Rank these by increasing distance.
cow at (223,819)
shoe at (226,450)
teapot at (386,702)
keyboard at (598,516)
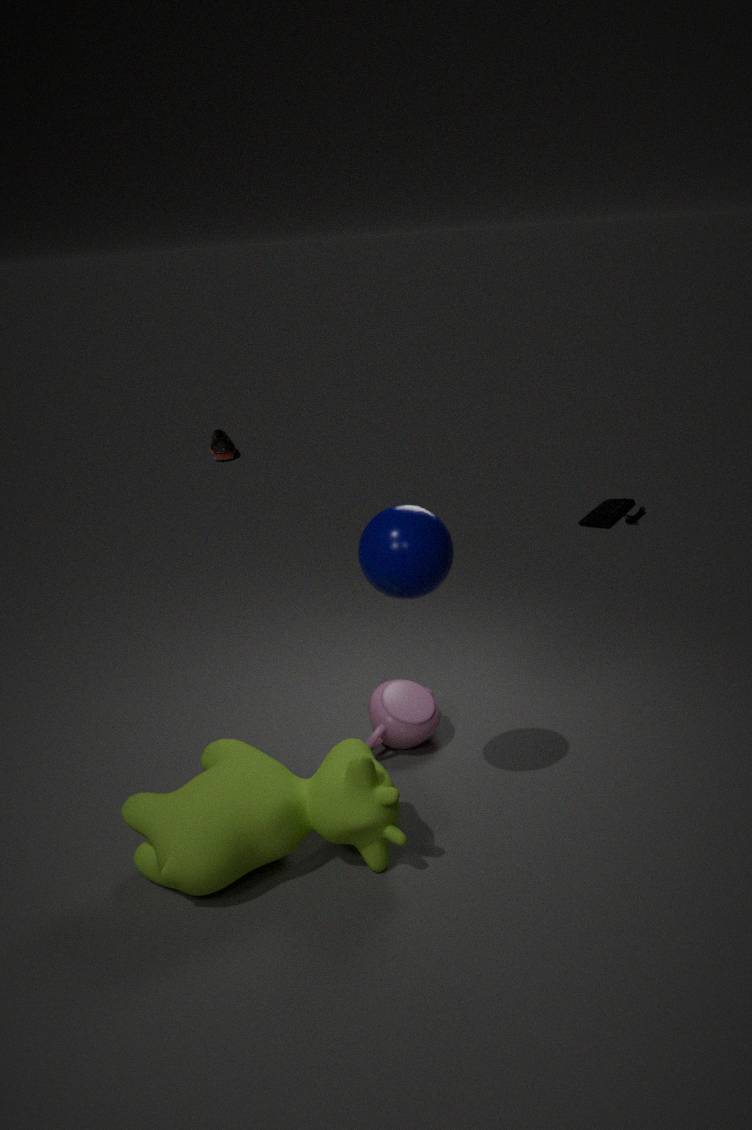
cow at (223,819)
teapot at (386,702)
keyboard at (598,516)
shoe at (226,450)
